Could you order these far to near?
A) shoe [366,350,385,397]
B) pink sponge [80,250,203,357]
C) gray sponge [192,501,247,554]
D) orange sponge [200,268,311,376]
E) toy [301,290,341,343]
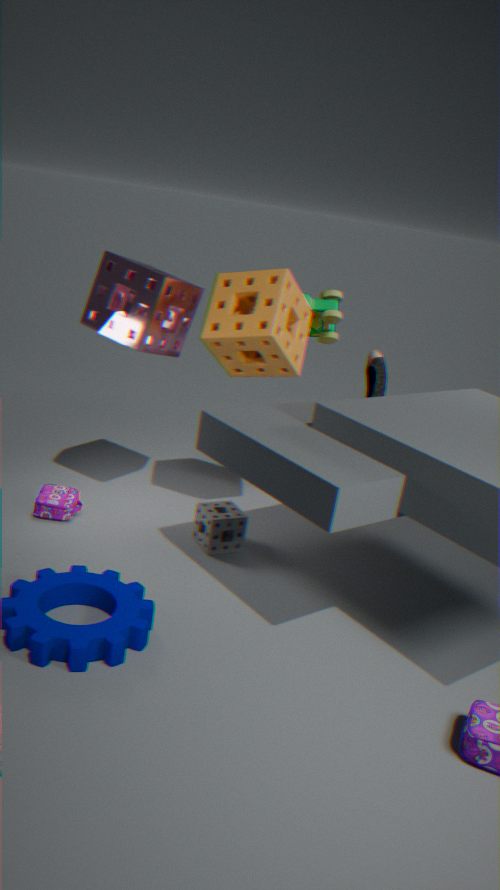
shoe [366,350,385,397]
toy [301,290,341,343]
gray sponge [192,501,247,554]
pink sponge [80,250,203,357]
orange sponge [200,268,311,376]
